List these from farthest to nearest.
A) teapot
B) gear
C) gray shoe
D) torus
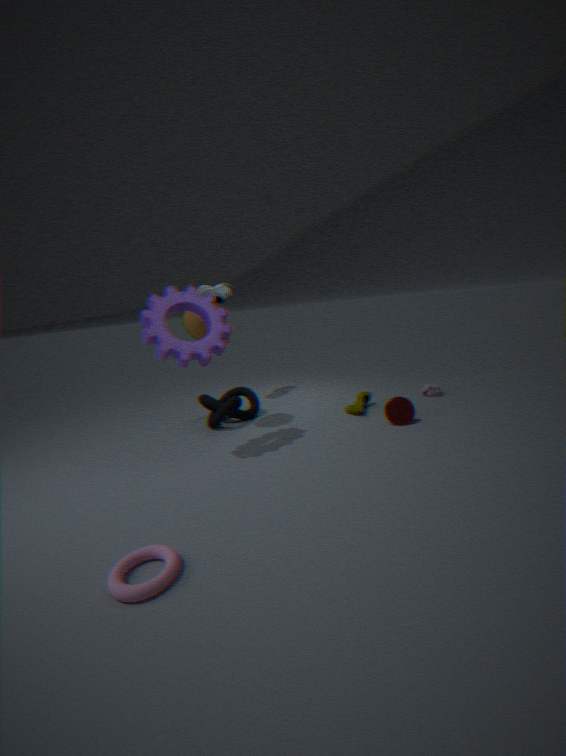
gray shoe → teapot → gear → torus
